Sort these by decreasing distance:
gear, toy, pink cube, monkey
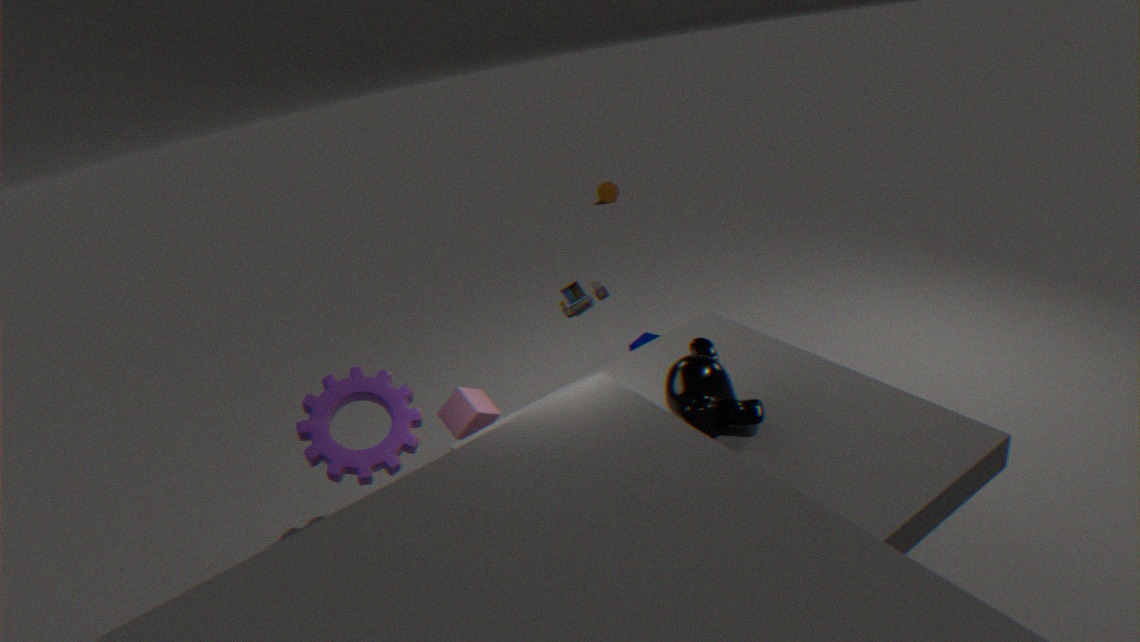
toy < pink cube < gear < monkey
